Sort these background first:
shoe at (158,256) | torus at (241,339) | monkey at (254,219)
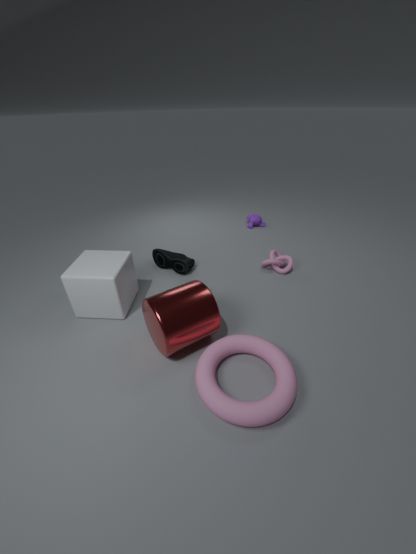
monkey at (254,219) < shoe at (158,256) < torus at (241,339)
